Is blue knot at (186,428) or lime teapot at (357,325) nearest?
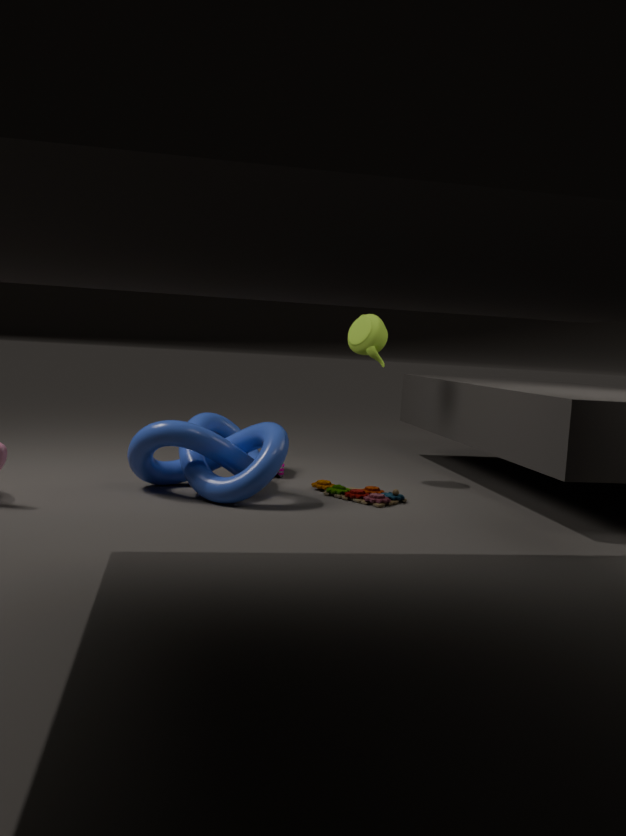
blue knot at (186,428)
